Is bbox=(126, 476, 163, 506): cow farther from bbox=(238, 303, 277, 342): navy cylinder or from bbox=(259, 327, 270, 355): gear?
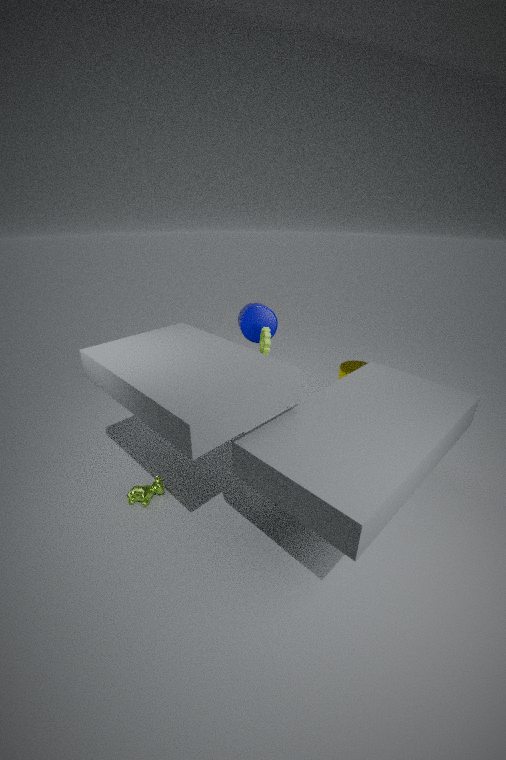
bbox=(238, 303, 277, 342): navy cylinder
